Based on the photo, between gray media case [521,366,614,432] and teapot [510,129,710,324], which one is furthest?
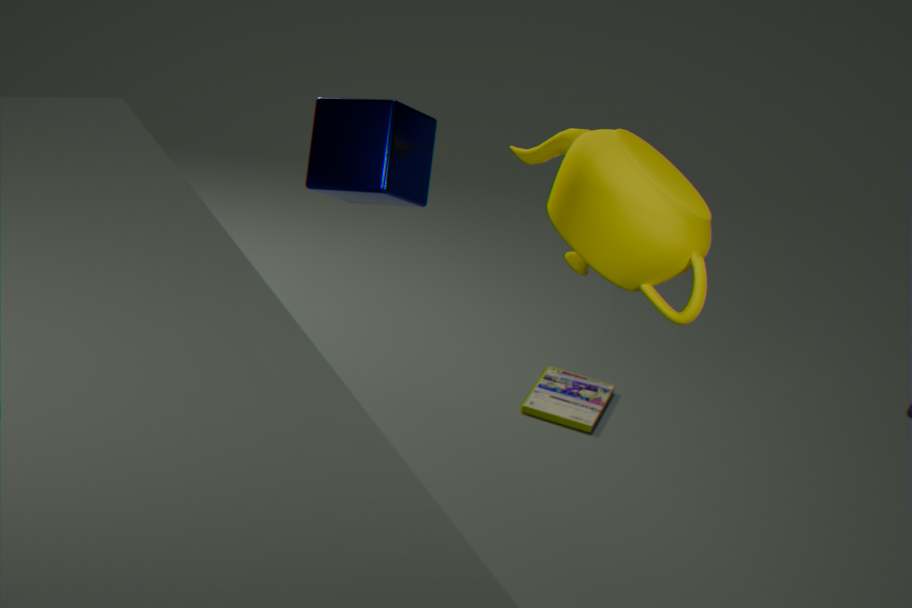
gray media case [521,366,614,432]
